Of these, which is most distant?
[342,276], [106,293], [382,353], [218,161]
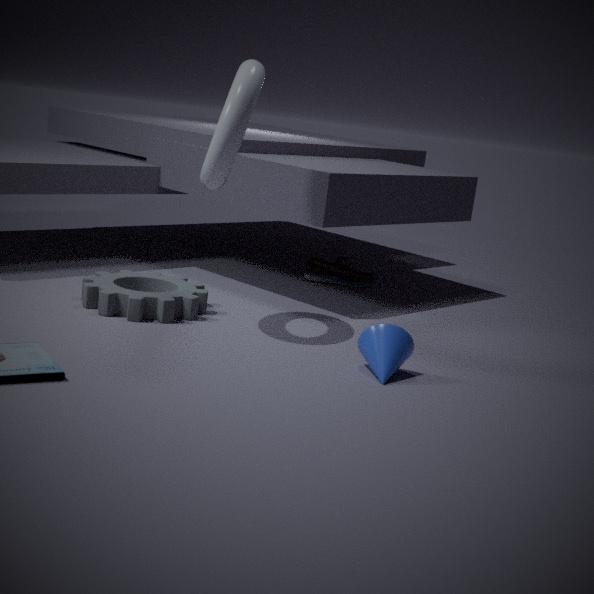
[342,276]
